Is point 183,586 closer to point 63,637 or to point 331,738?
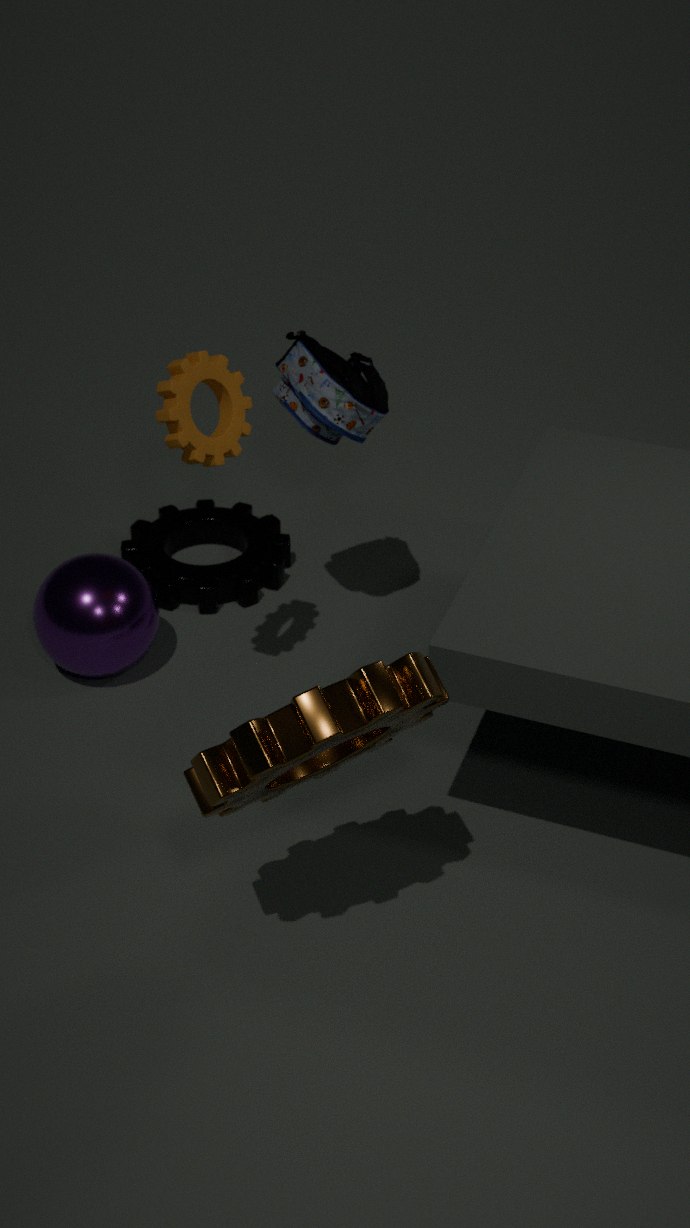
point 63,637
